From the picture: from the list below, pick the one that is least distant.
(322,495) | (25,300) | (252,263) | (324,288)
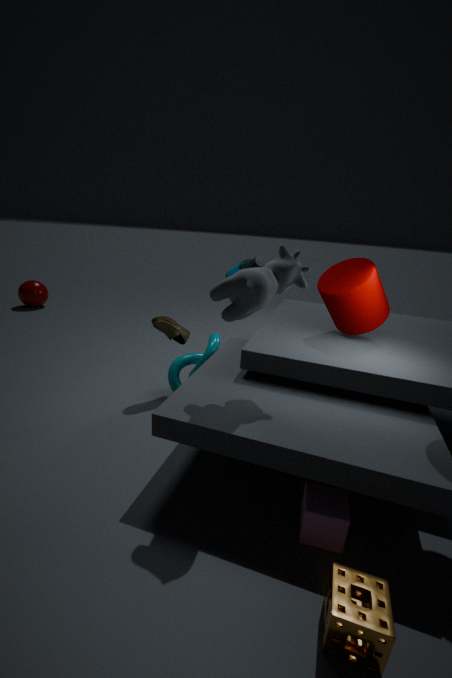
(322,495)
